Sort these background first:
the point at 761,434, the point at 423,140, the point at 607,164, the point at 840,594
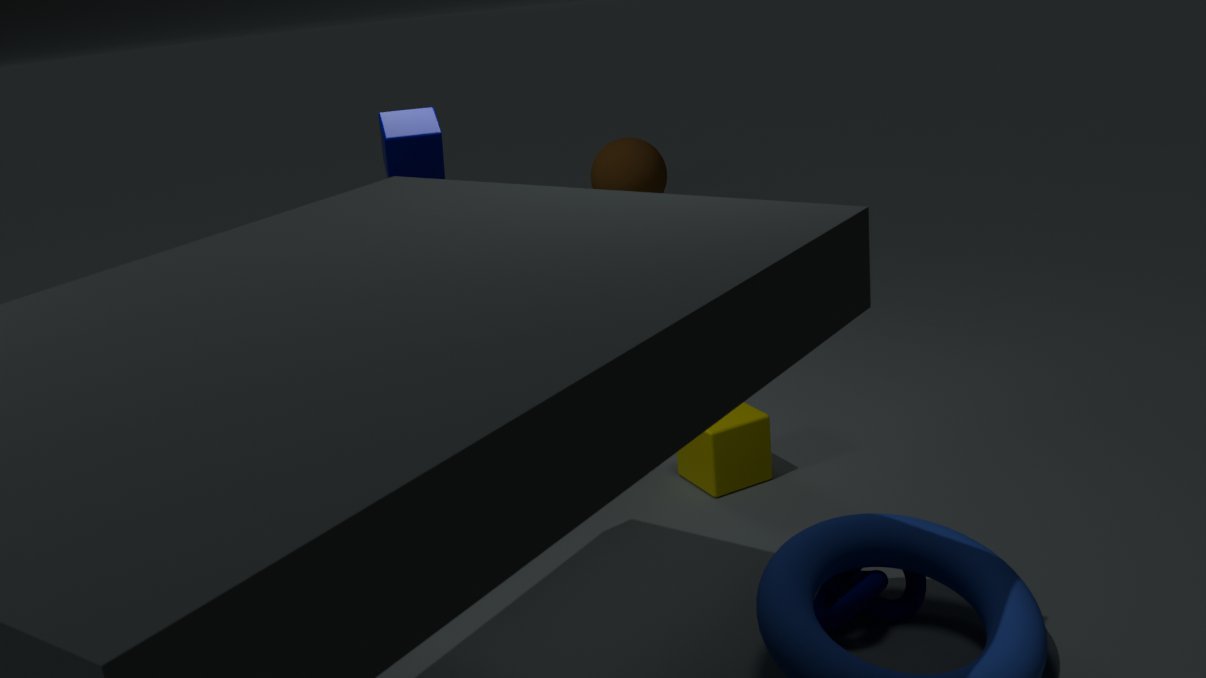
1. the point at 607,164
2. the point at 423,140
3. the point at 761,434
4. the point at 840,594
